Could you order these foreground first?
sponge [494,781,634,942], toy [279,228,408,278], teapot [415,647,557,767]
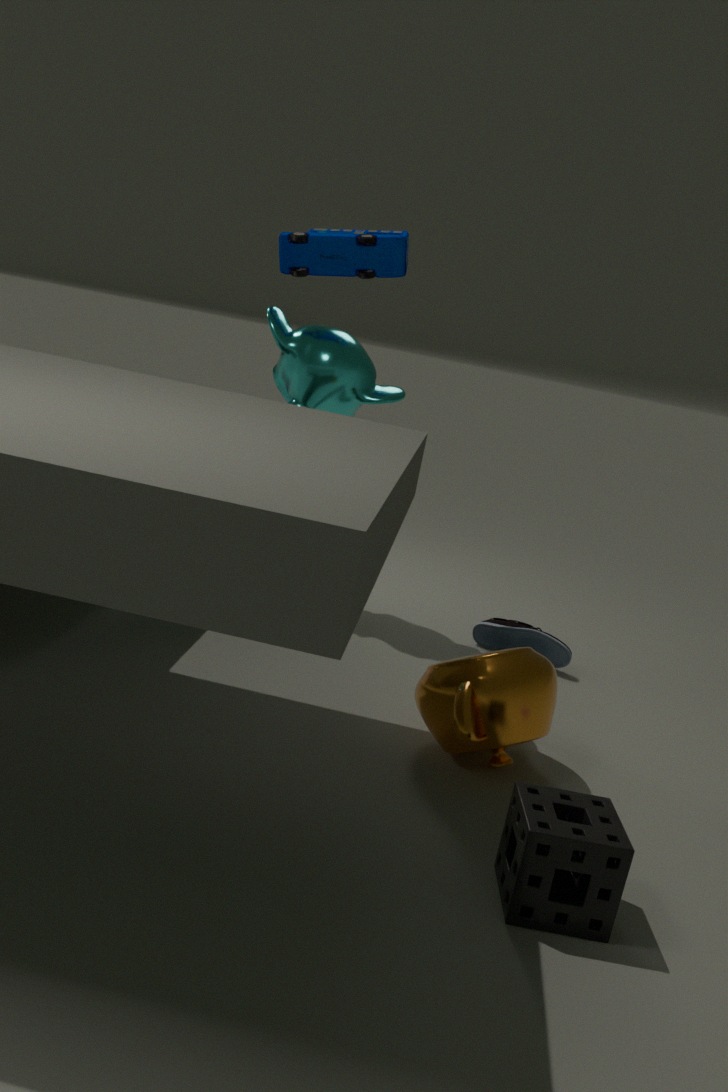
sponge [494,781,634,942] < teapot [415,647,557,767] < toy [279,228,408,278]
